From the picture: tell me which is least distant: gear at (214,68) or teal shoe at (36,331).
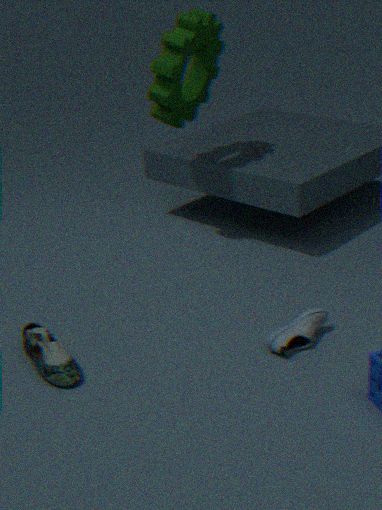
teal shoe at (36,331)
